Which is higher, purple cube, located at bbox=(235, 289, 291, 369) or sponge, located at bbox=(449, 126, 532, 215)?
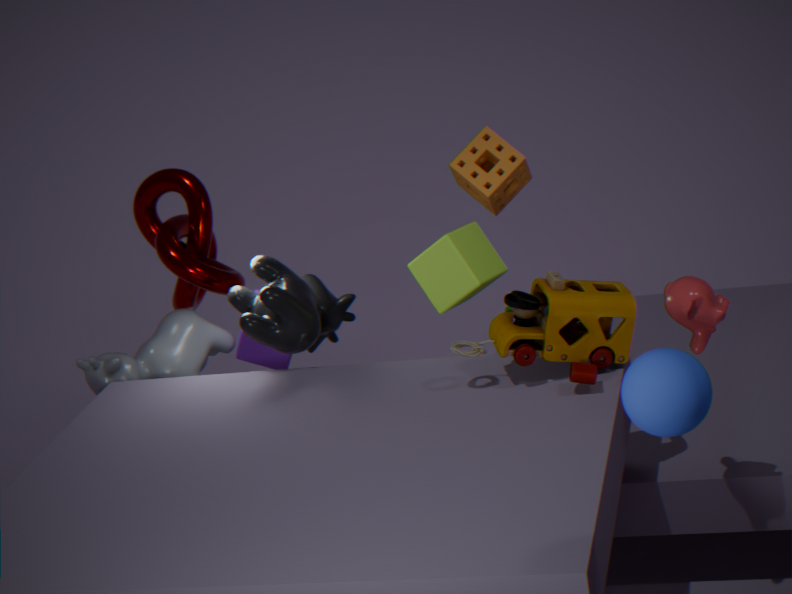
sponge, located at bbox=(449, 126, 532, 215)
